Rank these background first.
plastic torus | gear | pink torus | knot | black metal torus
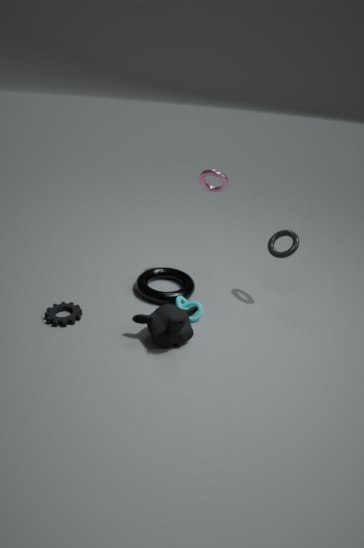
black metal torus → pink torus → plastic torus → knot → gear
